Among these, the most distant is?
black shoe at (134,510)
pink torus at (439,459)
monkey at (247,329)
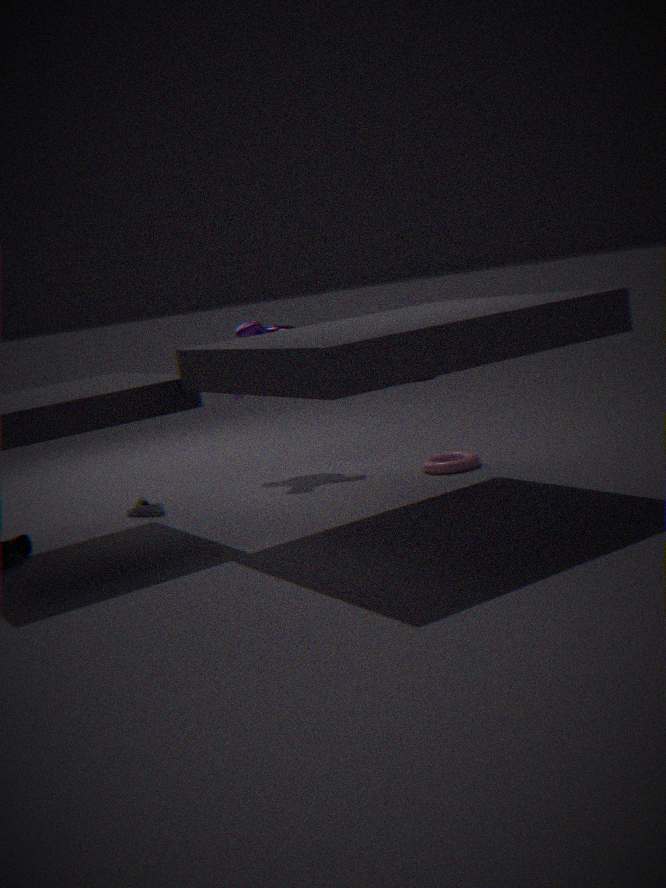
monkey at (247,329)
